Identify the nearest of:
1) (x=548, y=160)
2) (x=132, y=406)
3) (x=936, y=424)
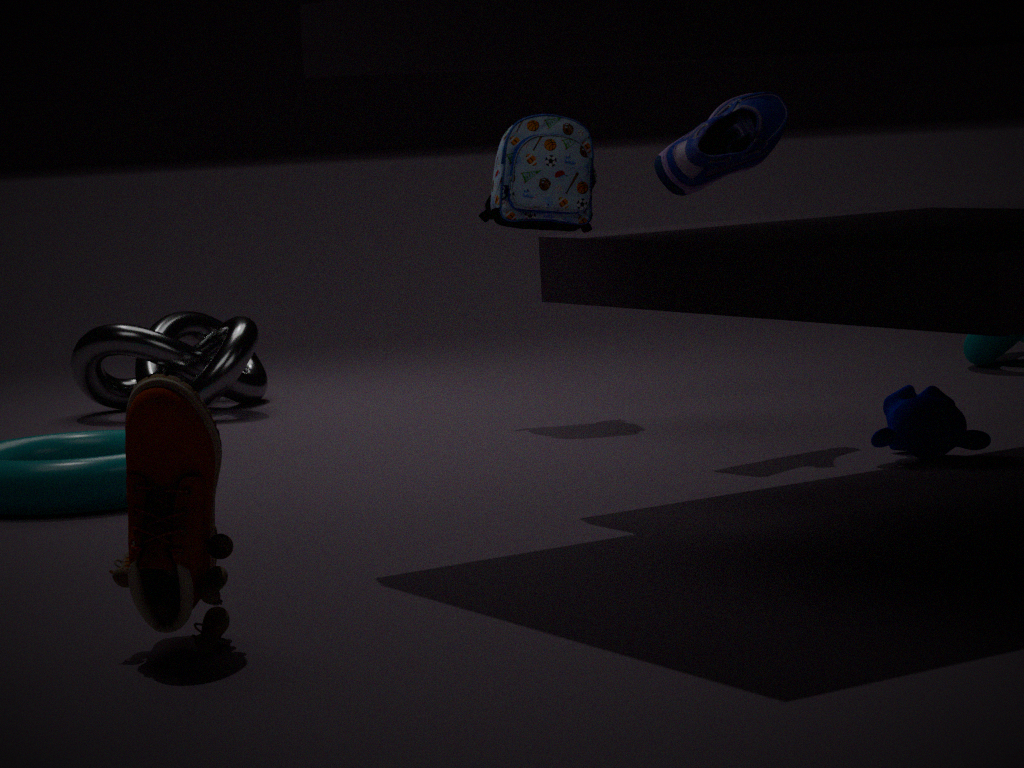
2. (x=132, y=406)
